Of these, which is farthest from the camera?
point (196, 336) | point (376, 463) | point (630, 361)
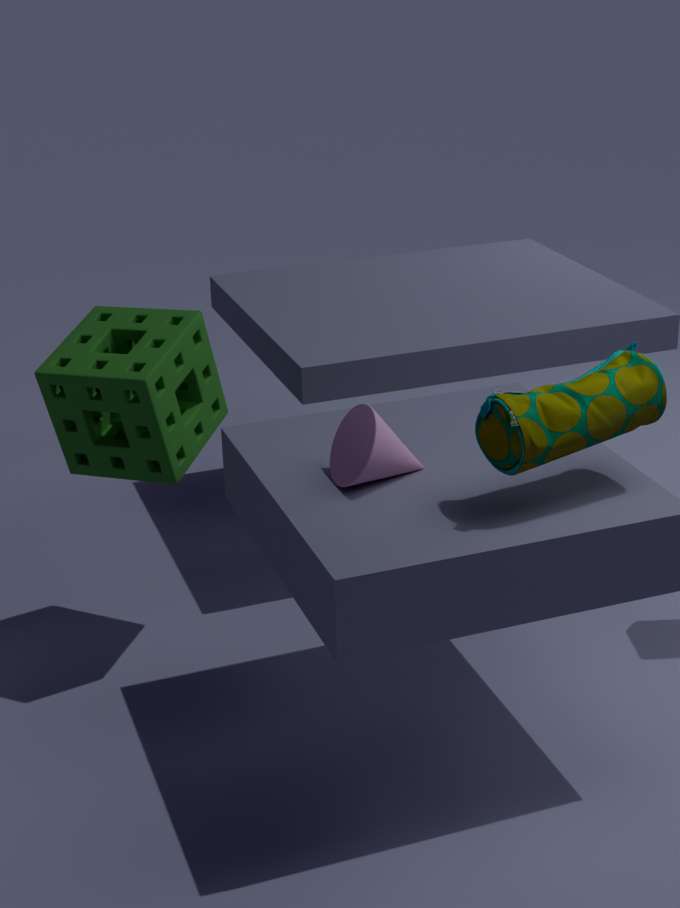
point (196, 336)
